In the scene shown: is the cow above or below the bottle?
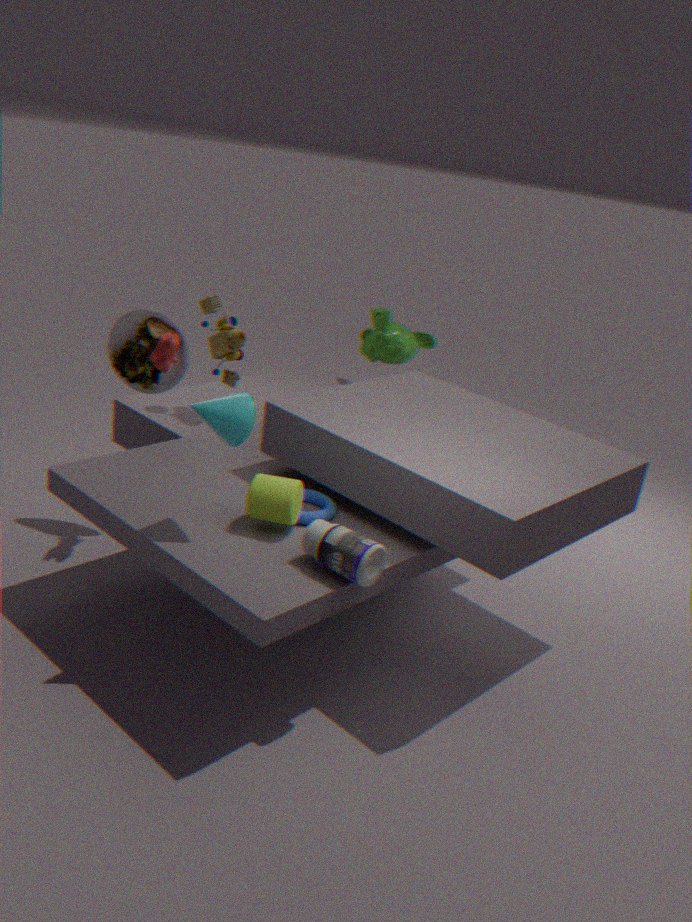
above
